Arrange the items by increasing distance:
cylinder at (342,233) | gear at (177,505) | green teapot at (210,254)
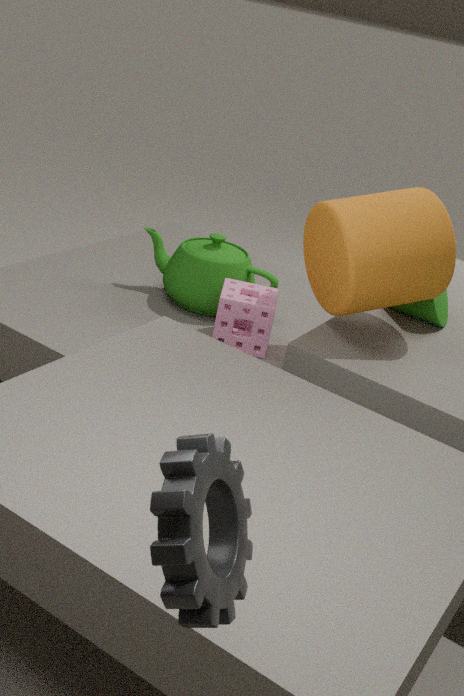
gear at (177,505)
cylinder at (342,233)
green teapot at (210,254)
